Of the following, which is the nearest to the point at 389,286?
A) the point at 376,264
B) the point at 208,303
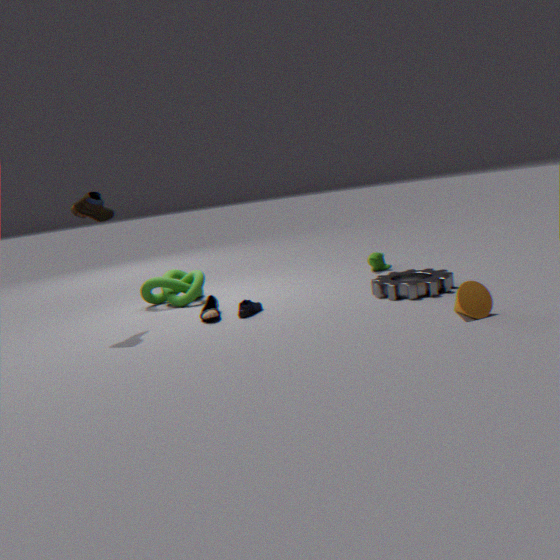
the point at 376,264
